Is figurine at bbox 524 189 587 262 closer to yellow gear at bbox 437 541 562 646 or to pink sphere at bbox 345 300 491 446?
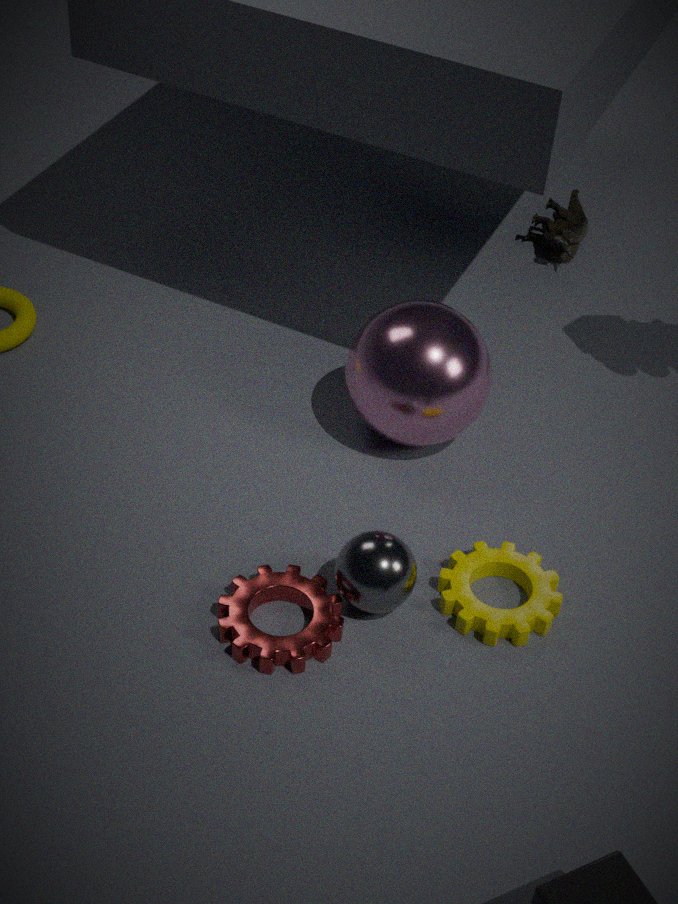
pink sphere at bbox 345 300 491 446
